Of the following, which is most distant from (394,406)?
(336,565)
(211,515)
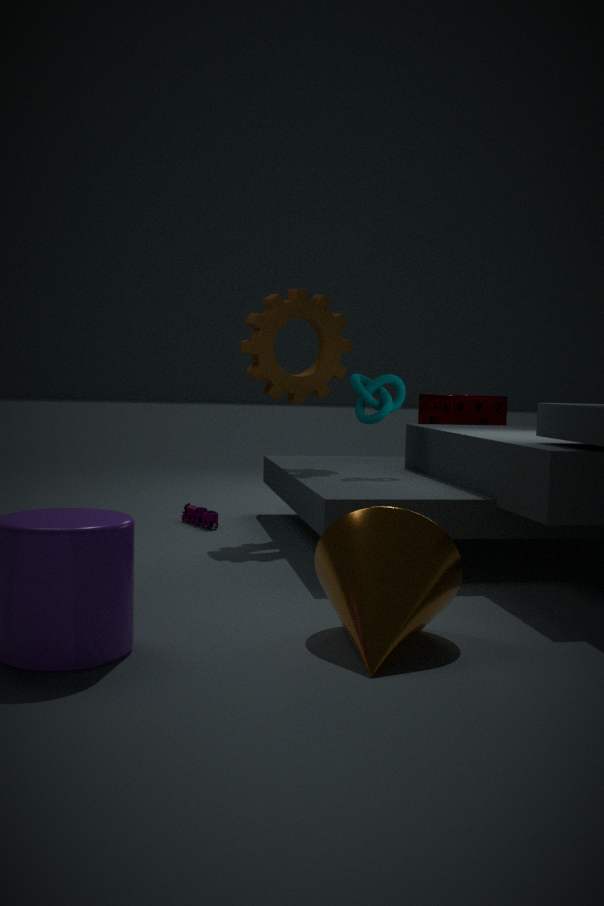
(336,565)
